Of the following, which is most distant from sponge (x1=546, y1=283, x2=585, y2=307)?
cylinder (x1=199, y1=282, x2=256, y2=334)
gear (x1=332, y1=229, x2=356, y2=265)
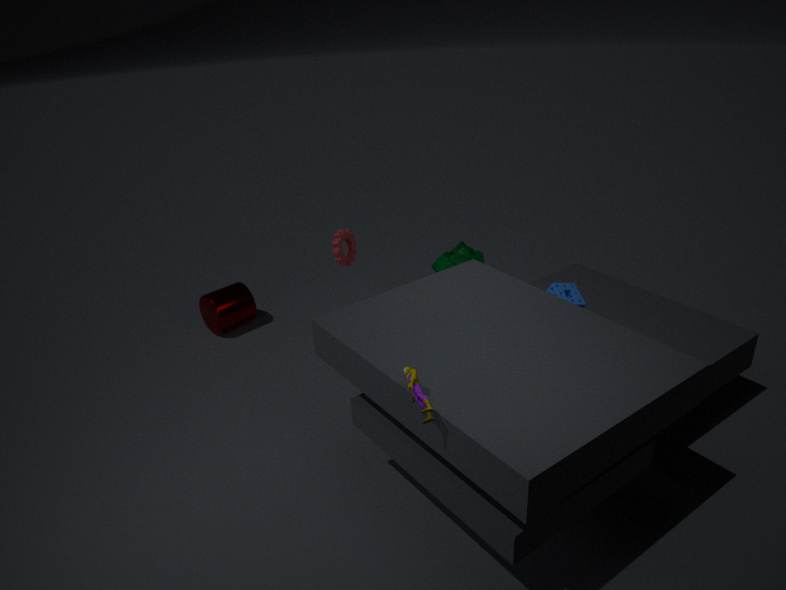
cylinder (x1=199, y1=282, x2=256, y2=334)
